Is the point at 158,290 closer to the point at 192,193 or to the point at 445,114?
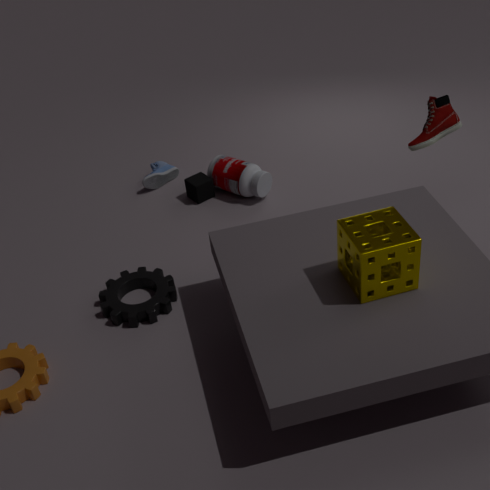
the point at 192,193
